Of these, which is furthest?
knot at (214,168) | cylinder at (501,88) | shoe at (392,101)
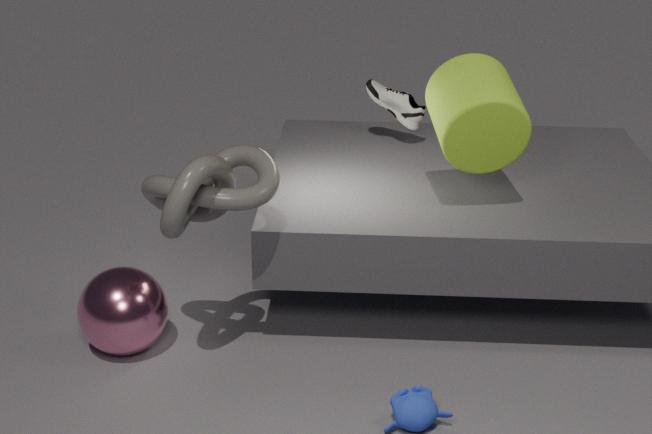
shoe at (392,101)
